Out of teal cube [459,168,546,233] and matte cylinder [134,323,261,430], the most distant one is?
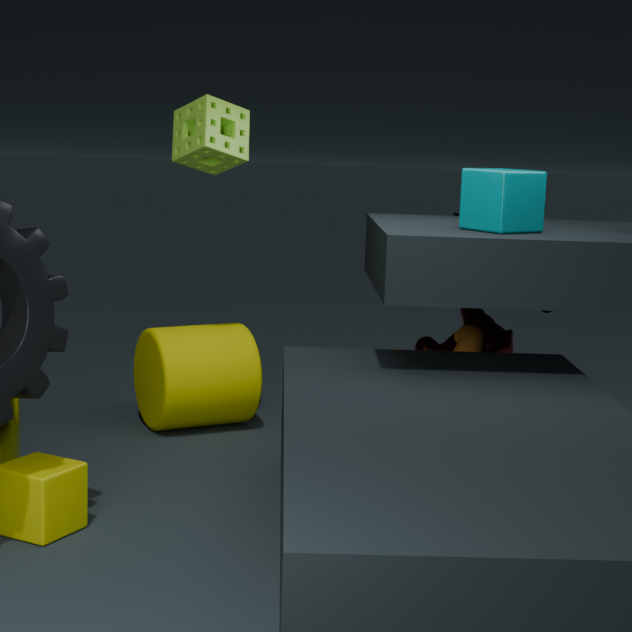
matte cylinder [134,323,261,430]
